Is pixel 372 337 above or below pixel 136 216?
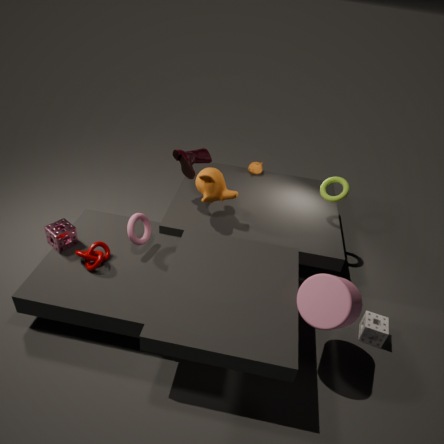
below
